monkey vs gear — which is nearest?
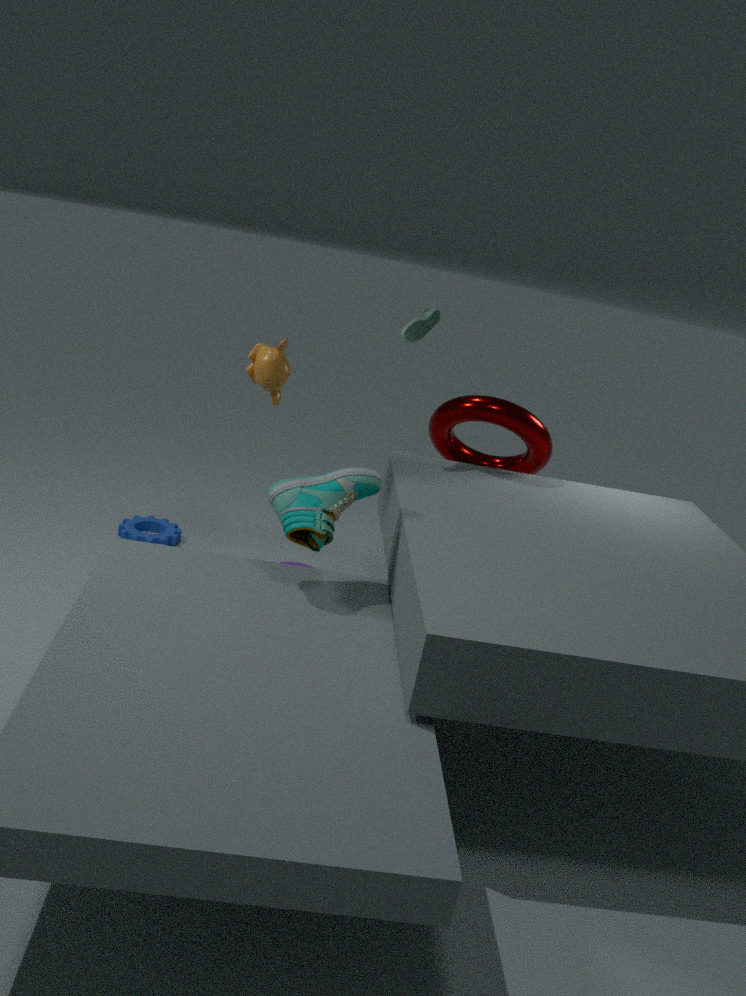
monkey
